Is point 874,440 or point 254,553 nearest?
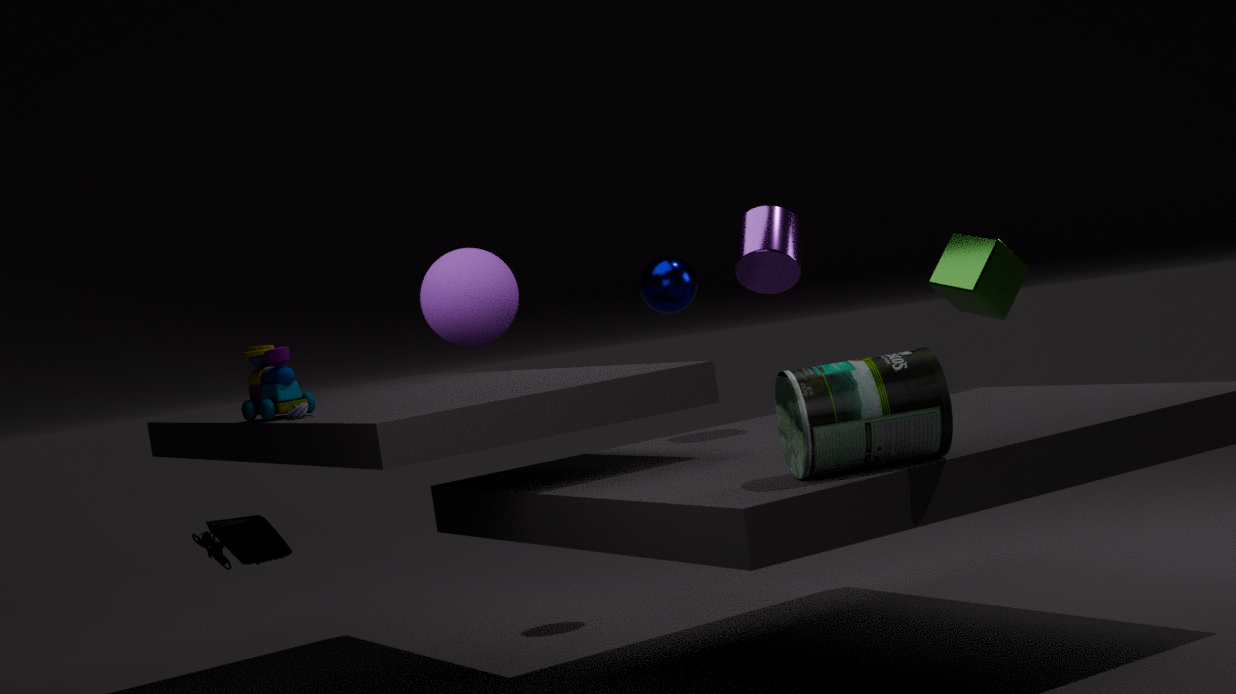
point 874,440
